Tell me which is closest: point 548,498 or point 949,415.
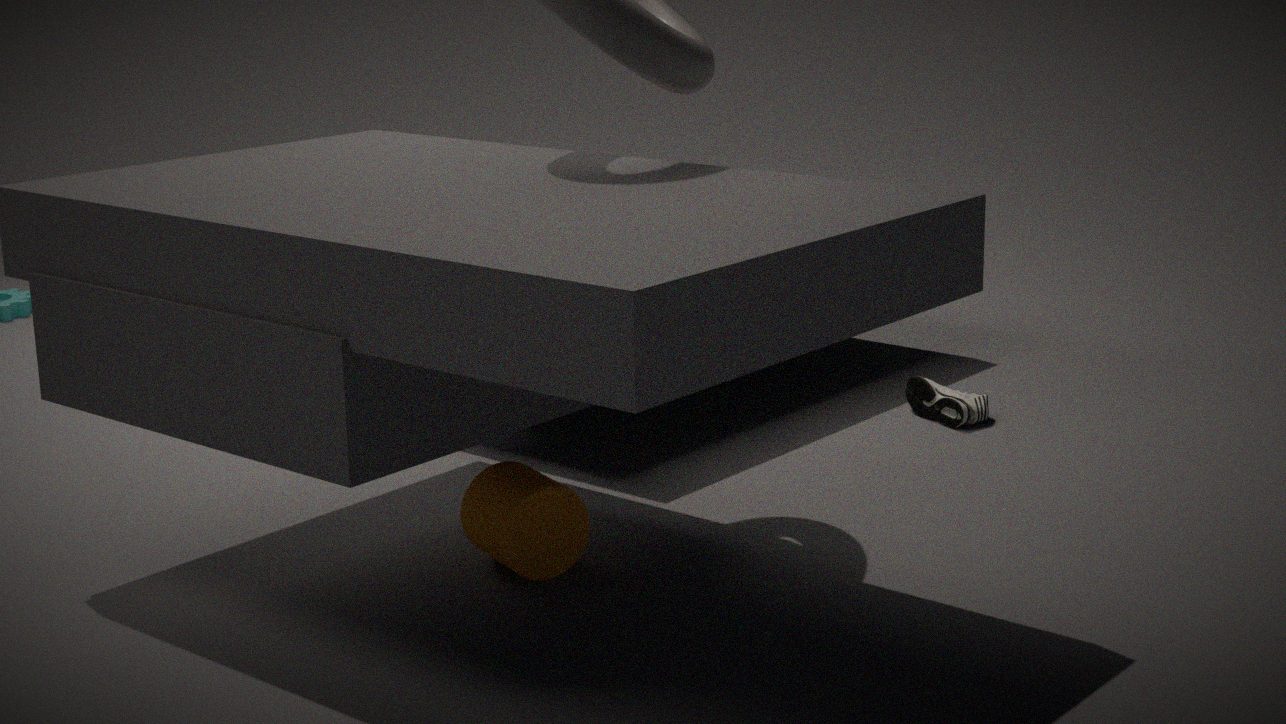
point 548,498
